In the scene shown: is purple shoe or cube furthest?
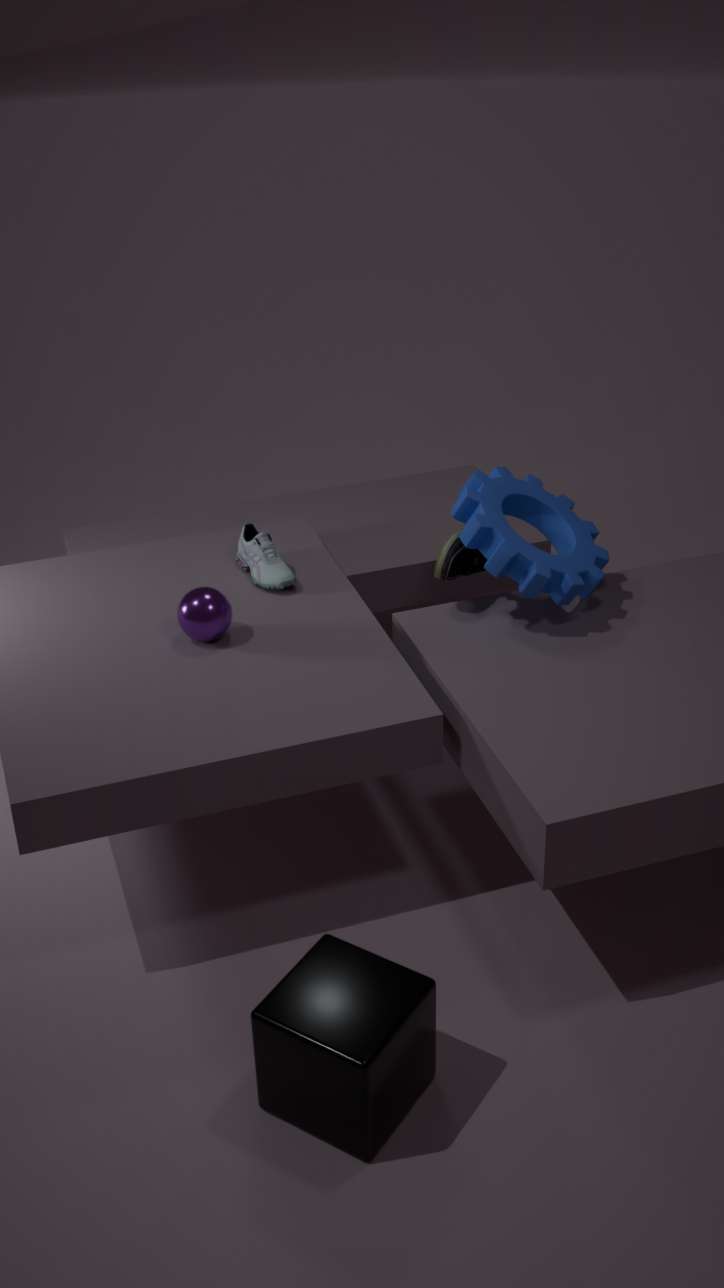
purple shoe
